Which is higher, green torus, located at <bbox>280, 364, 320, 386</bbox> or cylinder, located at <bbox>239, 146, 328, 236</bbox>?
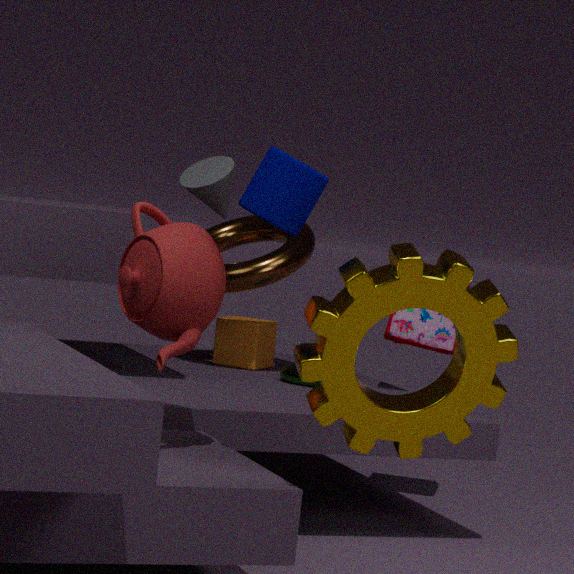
cylinder, located at <bbox>239, 146, 328, 236</bbox>
